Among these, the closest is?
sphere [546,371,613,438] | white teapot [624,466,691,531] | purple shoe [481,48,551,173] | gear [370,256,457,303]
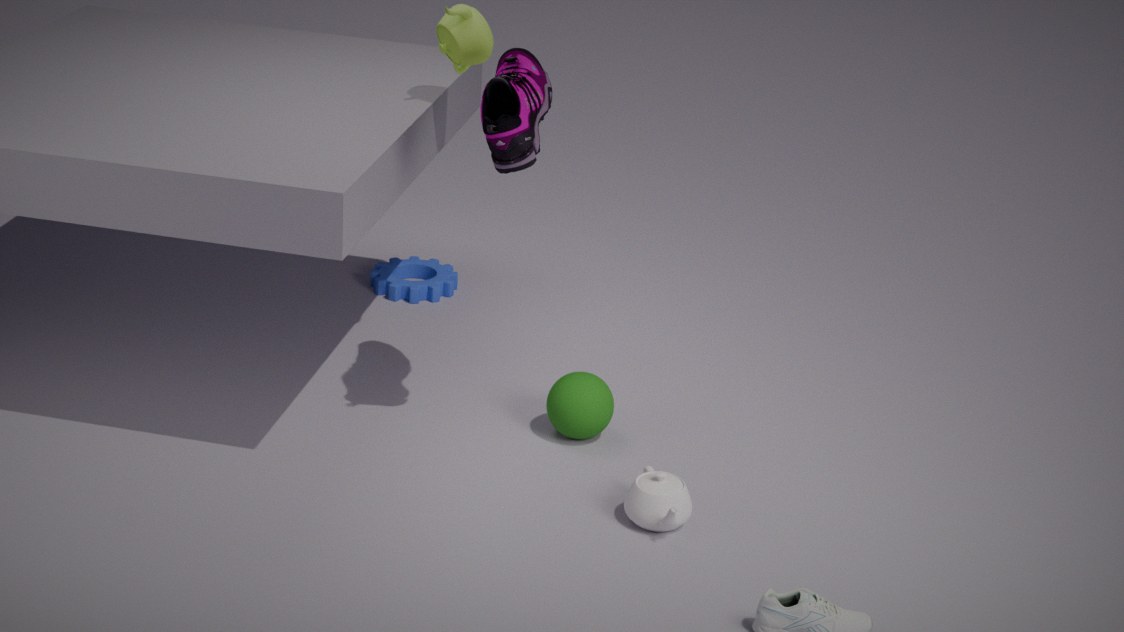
purple shoe [481,48,551,173]
